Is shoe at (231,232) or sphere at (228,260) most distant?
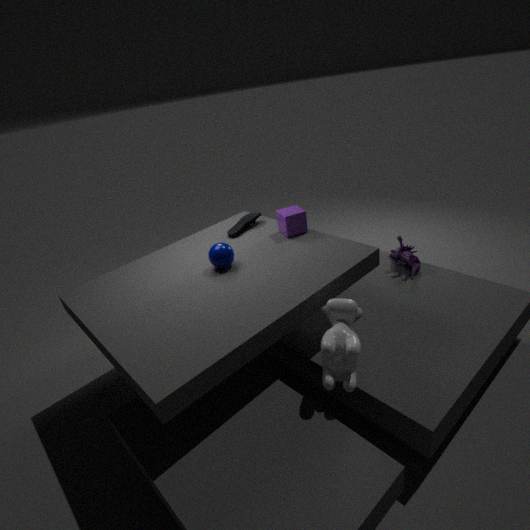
shoe at (231,232)
